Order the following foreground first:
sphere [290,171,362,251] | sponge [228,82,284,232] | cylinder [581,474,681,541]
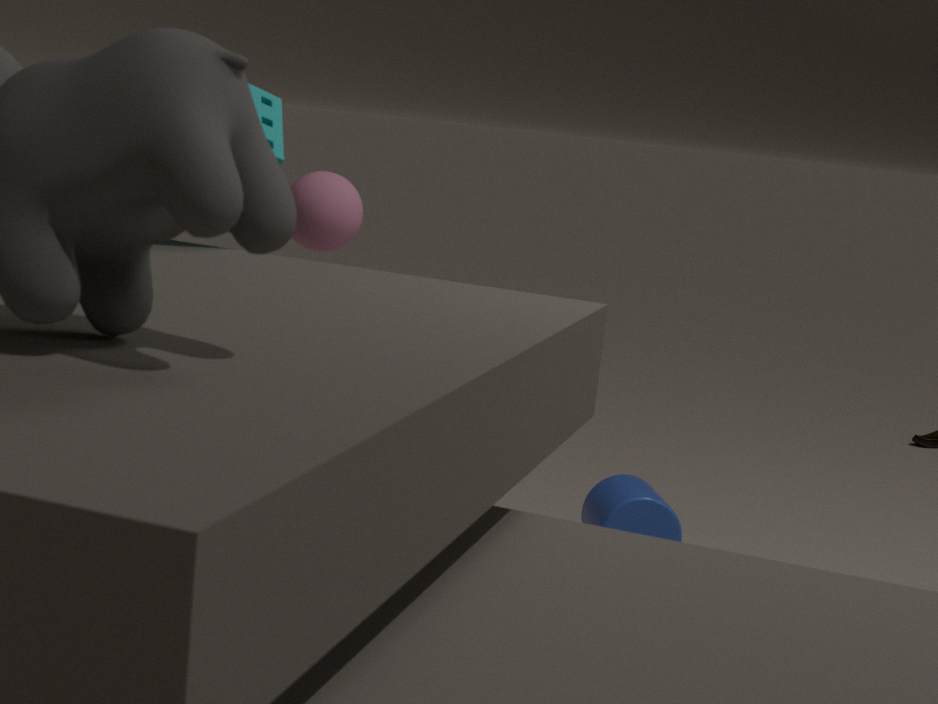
sponge [228,82,284,232] < cylinder [581,474,681,541] < sphere [290,171,362,251]
